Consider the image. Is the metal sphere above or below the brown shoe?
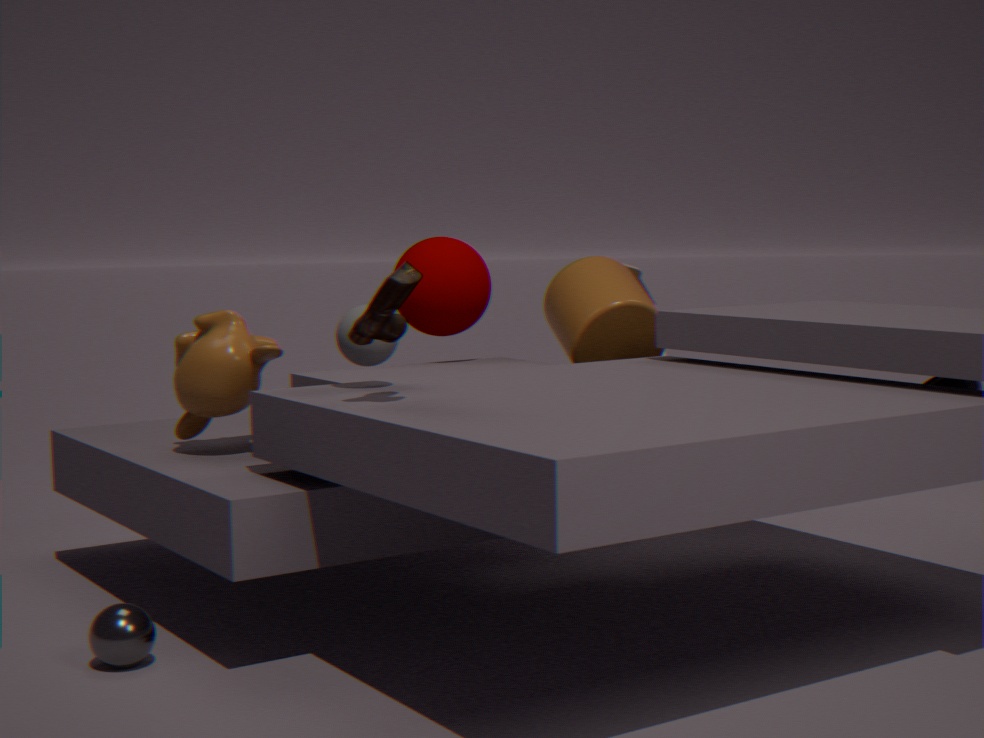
below
